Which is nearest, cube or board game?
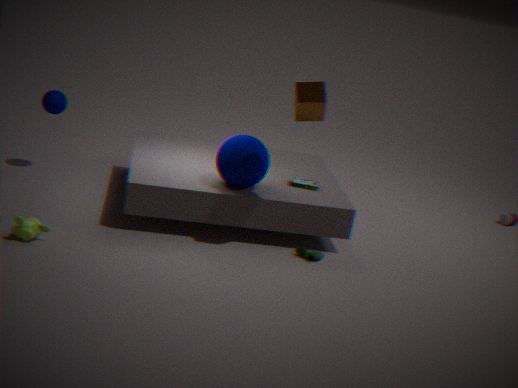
cube
